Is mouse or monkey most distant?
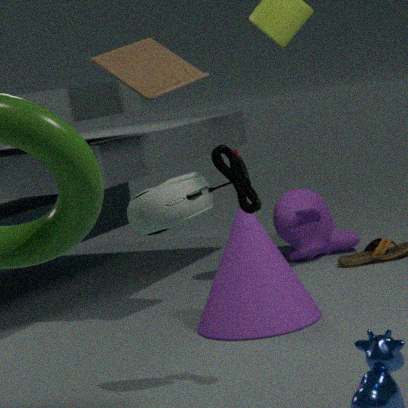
monkey
